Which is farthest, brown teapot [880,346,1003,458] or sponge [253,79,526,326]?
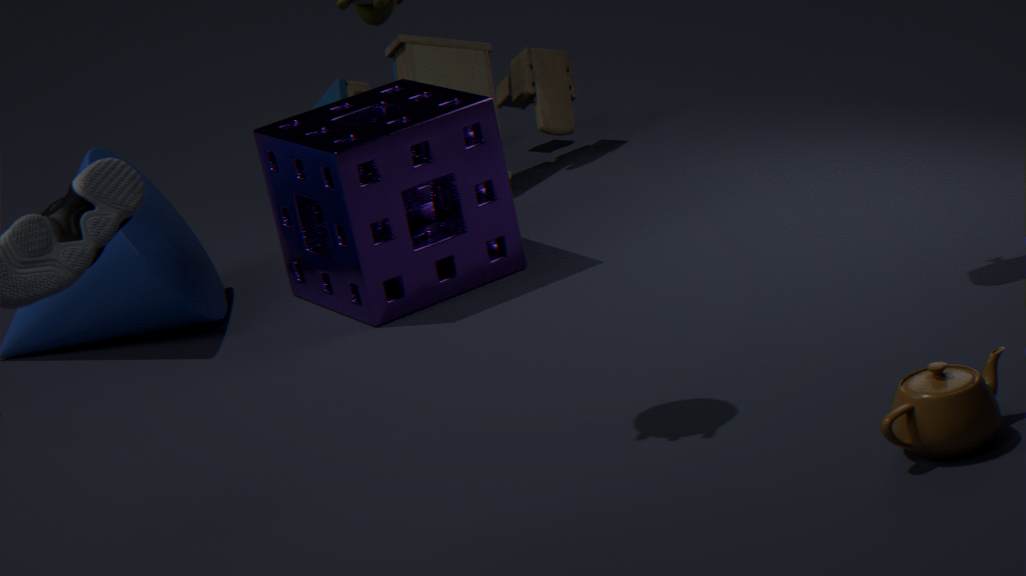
sponge [253,79,526,326]
